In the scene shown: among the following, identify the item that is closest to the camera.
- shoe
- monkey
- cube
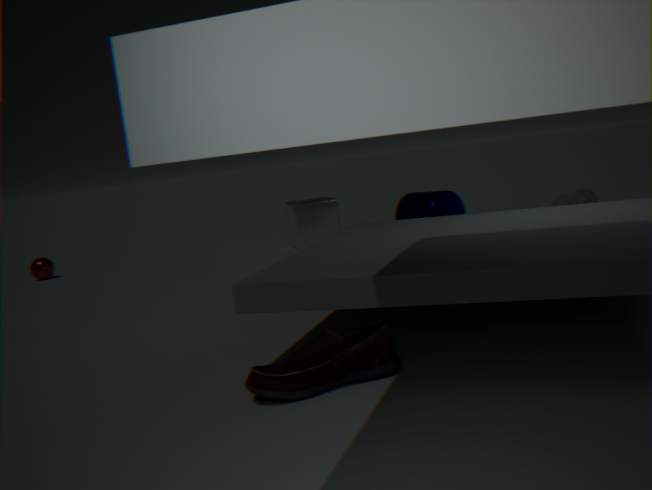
shoe
